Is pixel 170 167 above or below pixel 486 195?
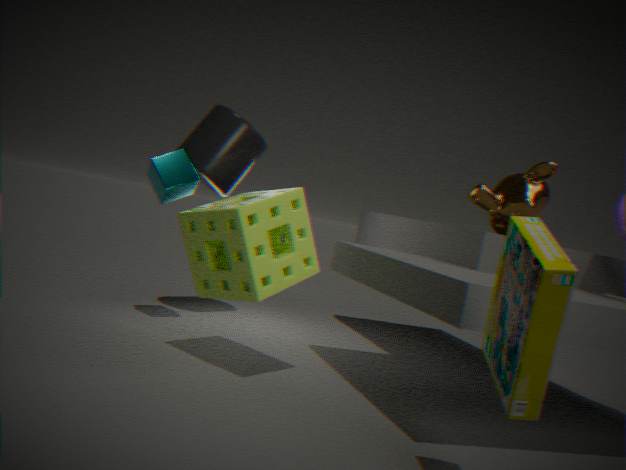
below
